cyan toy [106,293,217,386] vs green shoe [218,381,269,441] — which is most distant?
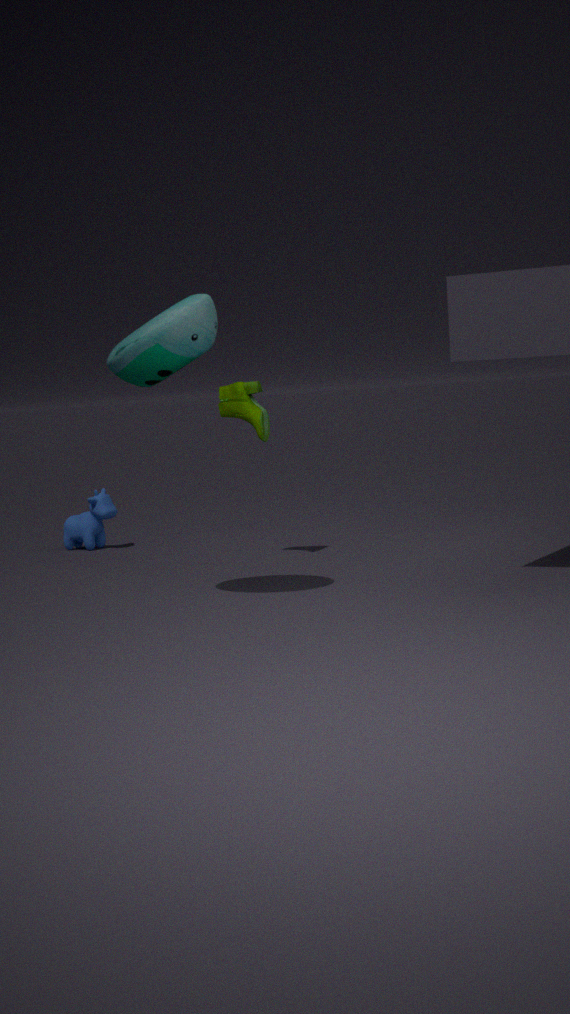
green shoe [218,381,269,441]
